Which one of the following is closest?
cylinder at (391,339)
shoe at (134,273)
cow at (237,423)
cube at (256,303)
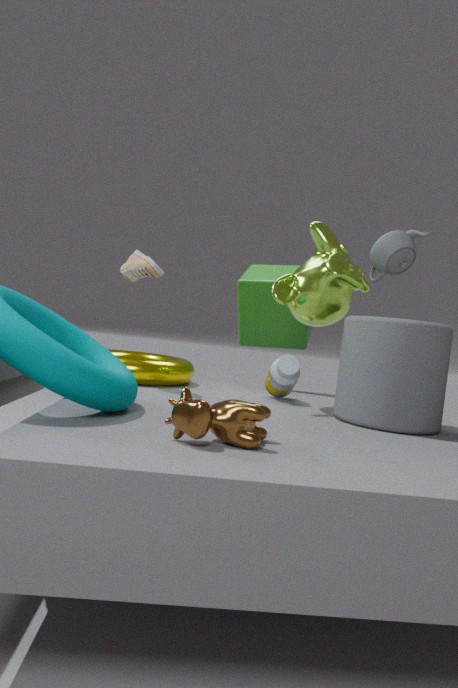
cow at (237,423)
